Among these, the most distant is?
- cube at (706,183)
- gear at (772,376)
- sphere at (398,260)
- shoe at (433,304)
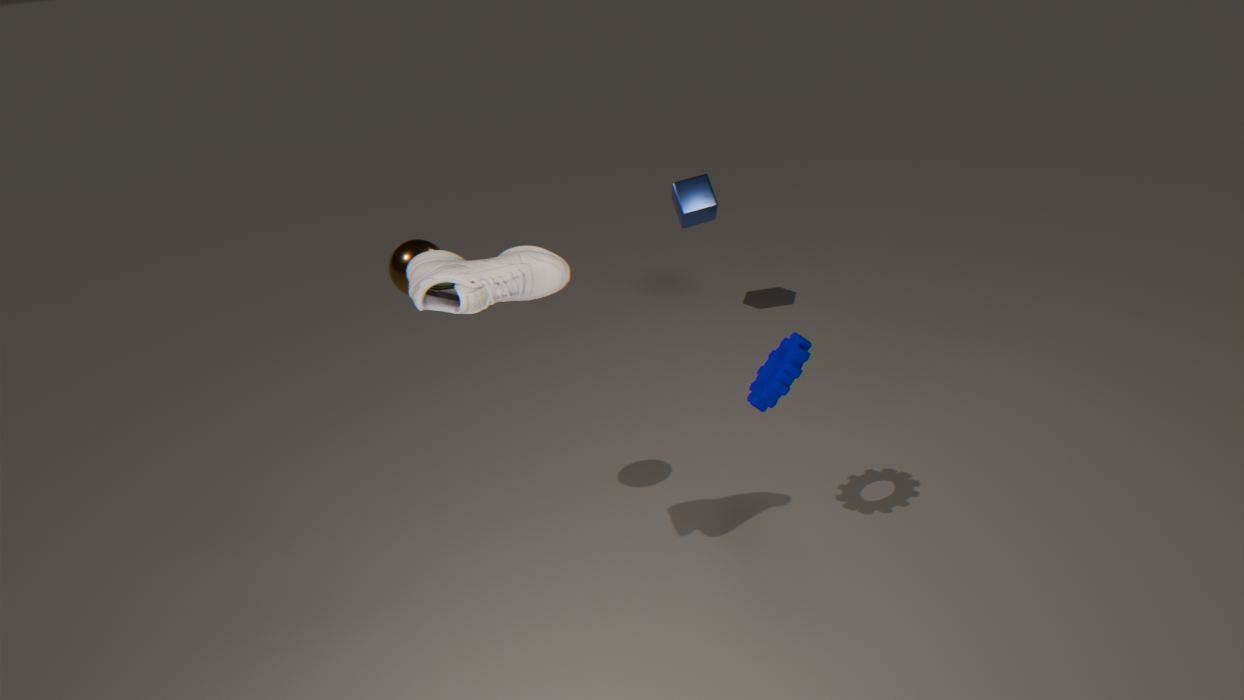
cube at (706,183)
